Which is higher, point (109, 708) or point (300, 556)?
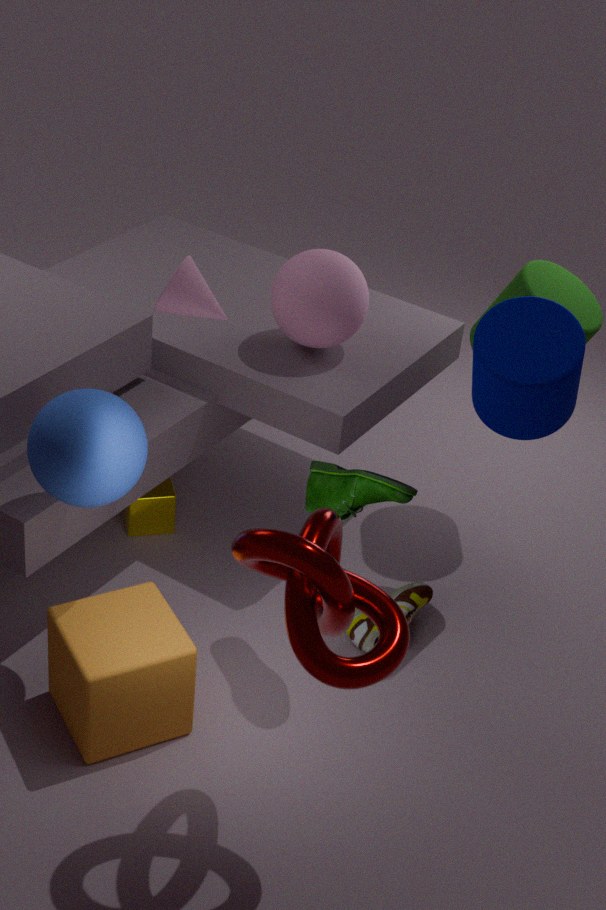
point (300, 556)
